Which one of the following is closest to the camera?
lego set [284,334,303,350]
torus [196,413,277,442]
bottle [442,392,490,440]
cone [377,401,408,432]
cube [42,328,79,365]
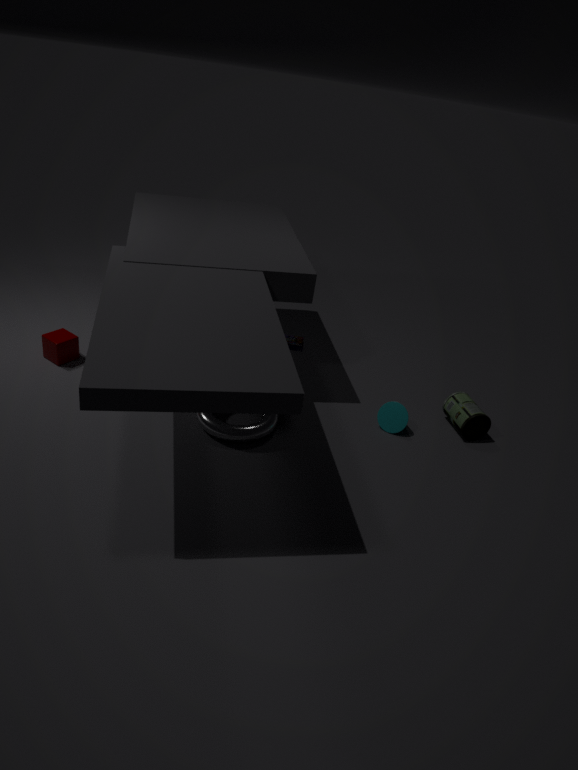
torus [196,413,277,442]
